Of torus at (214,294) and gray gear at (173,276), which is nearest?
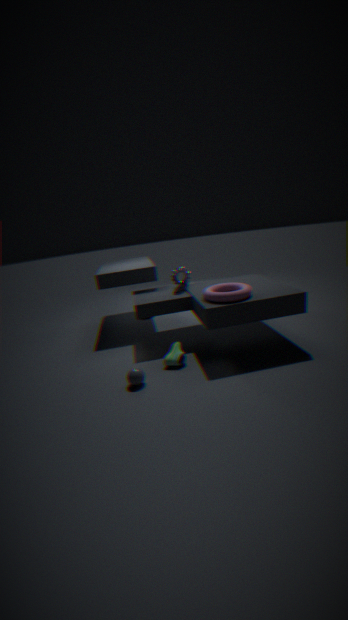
torus at (214,294)
